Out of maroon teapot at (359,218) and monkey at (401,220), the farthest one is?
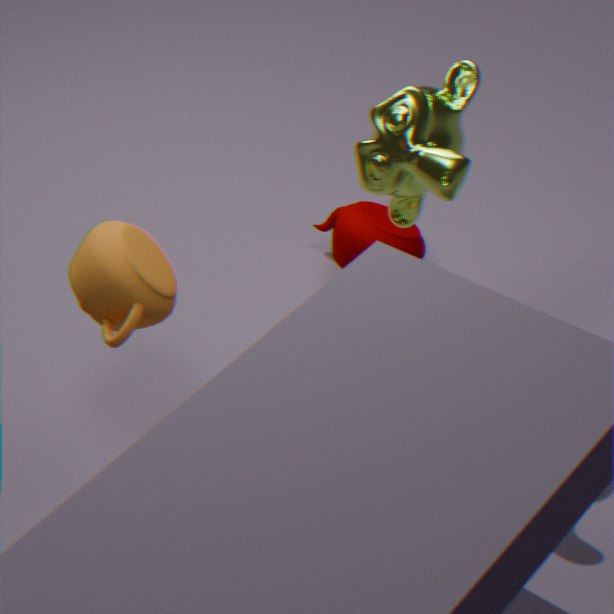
maroon teapot at (359,218)
